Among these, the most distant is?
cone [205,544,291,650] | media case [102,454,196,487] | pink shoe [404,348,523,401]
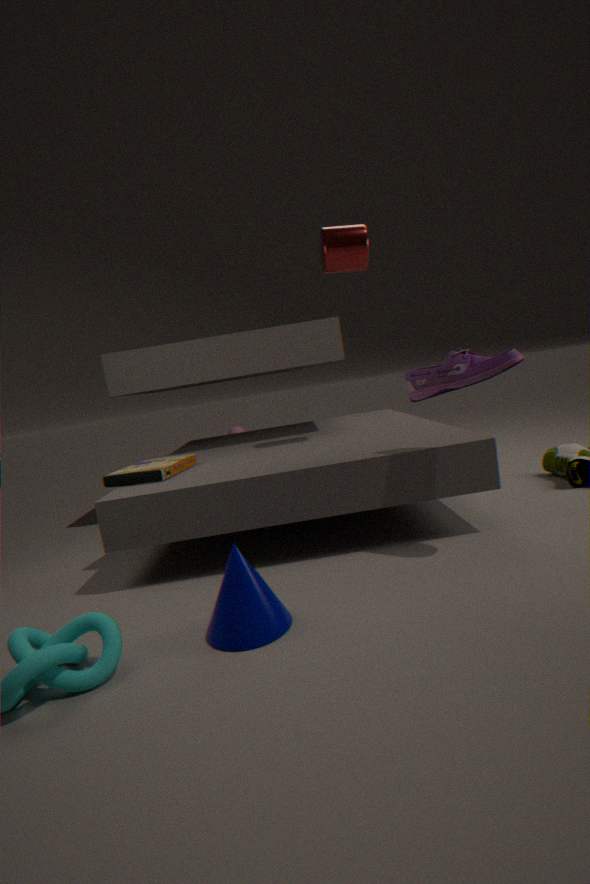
media case [102,454,196,487]
